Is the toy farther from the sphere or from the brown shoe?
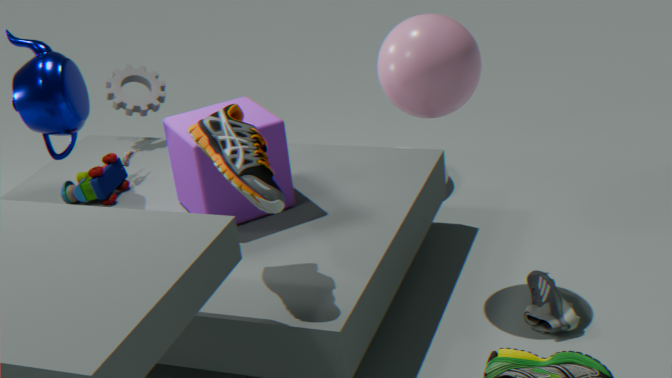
the sphere
